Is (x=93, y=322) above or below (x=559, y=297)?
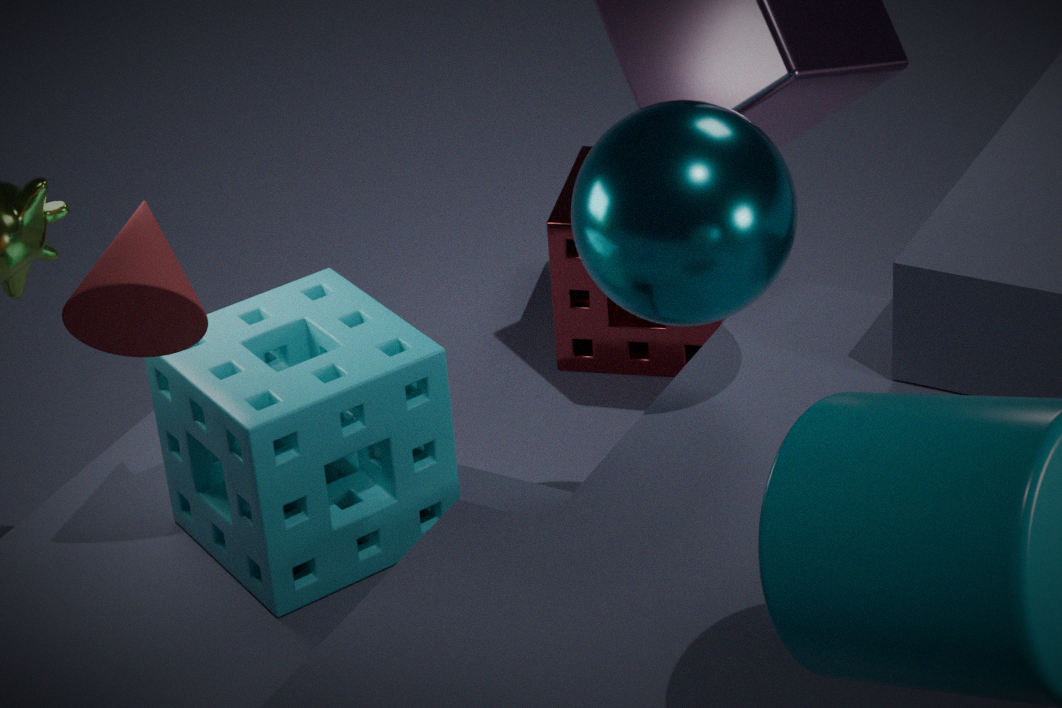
above
